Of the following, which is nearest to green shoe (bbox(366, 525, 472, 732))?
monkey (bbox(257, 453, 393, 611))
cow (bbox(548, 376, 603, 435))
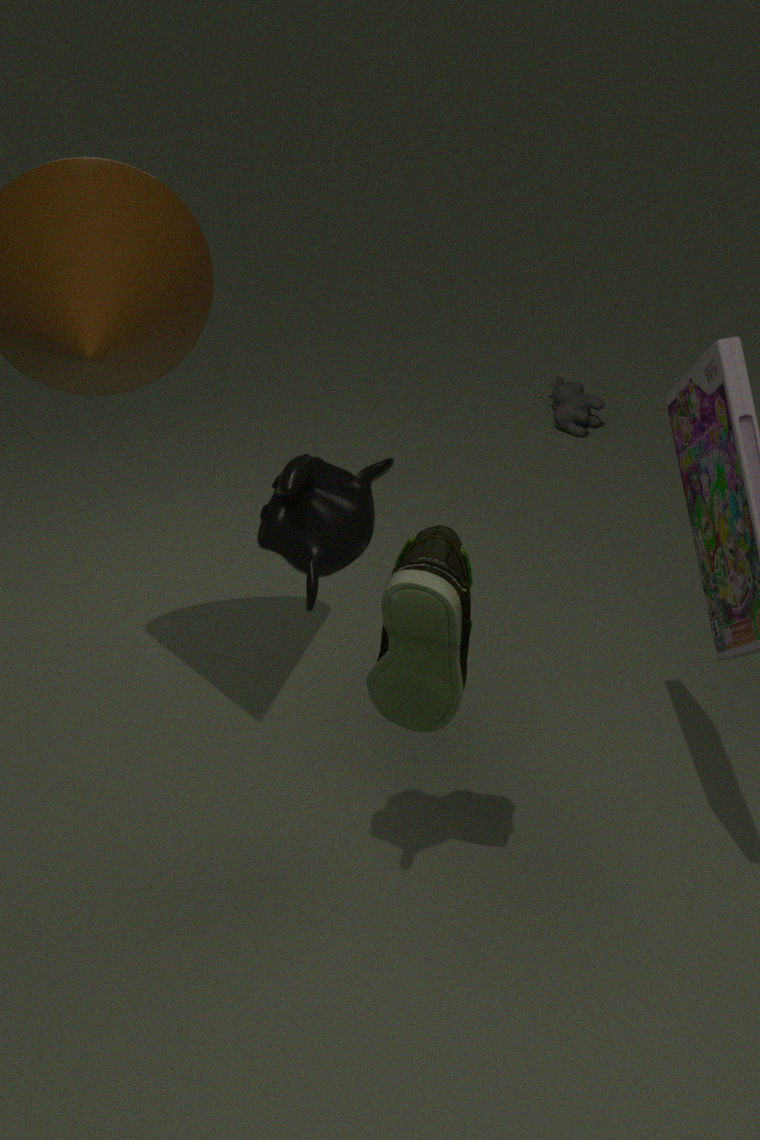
monkey (bbox(257, 453, 393, 611))
